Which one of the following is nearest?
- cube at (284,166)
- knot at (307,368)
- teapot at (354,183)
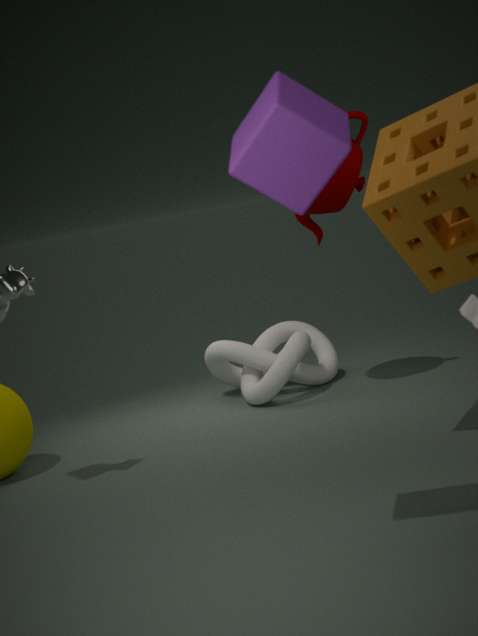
cube at (284,166)
